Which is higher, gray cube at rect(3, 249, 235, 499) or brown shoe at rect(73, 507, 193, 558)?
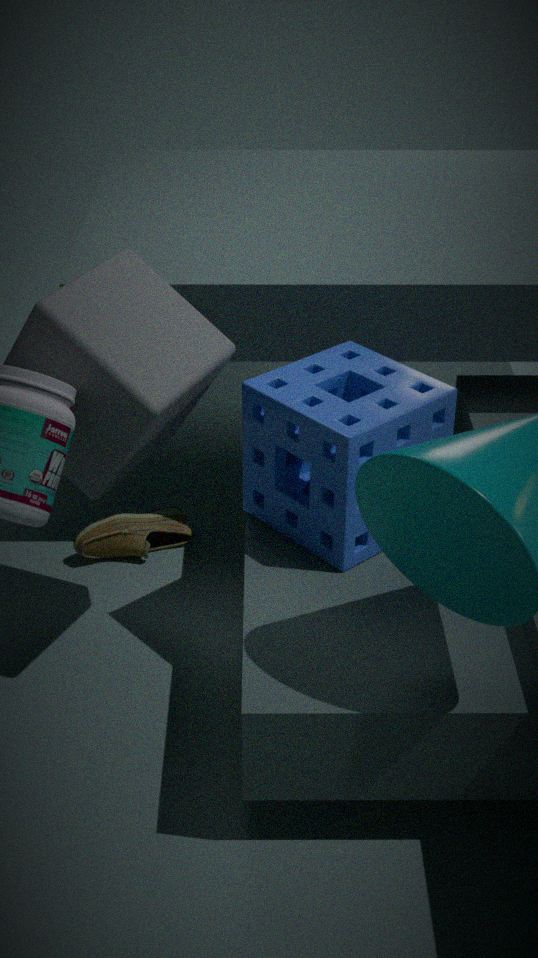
gray cube at rect(3, 249, 235, 499)
